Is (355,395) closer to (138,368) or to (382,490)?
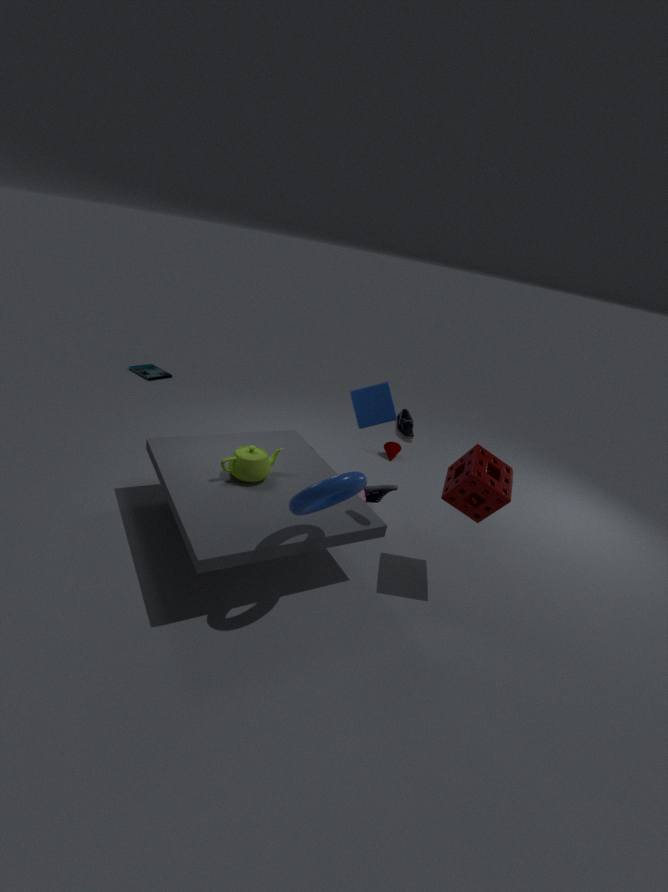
(382,490)
